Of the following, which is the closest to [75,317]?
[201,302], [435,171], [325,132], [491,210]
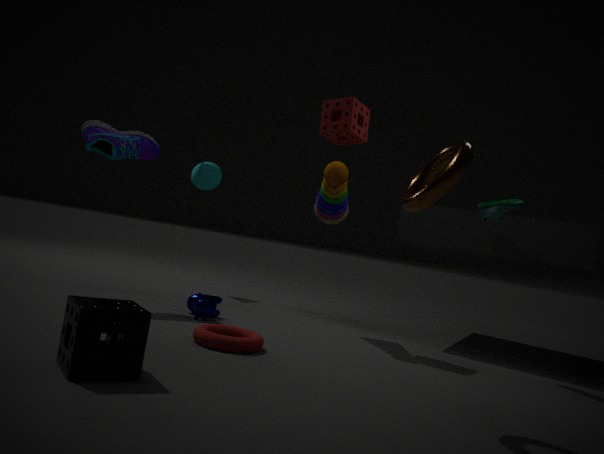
[435,171]
